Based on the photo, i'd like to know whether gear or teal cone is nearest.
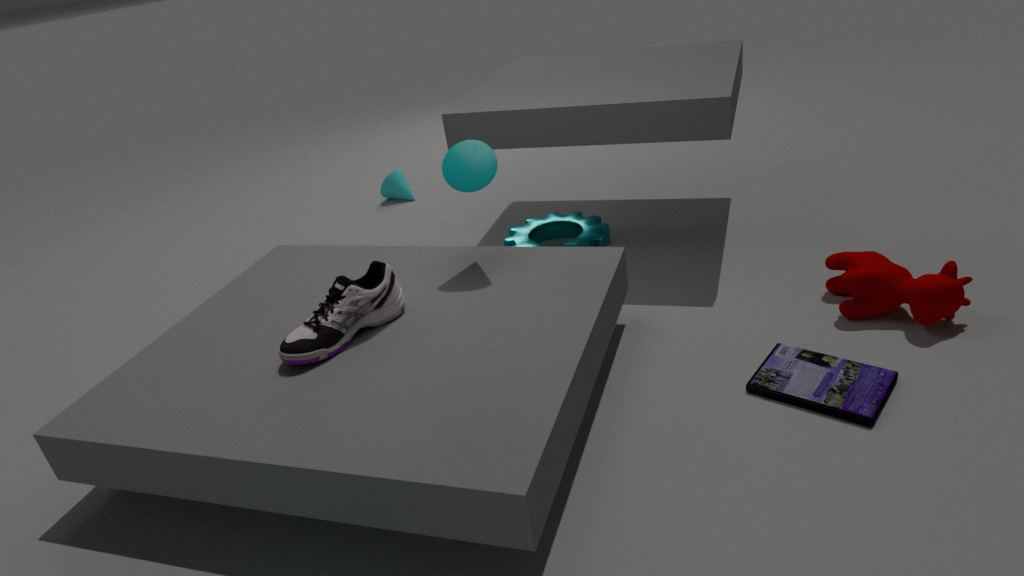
teal cone
